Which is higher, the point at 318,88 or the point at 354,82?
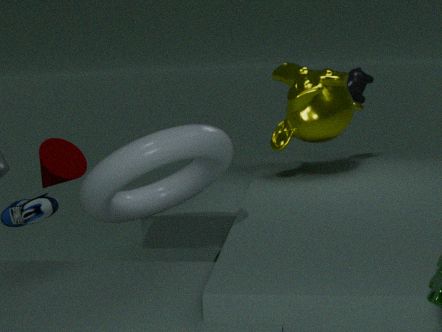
the point at 354,82
